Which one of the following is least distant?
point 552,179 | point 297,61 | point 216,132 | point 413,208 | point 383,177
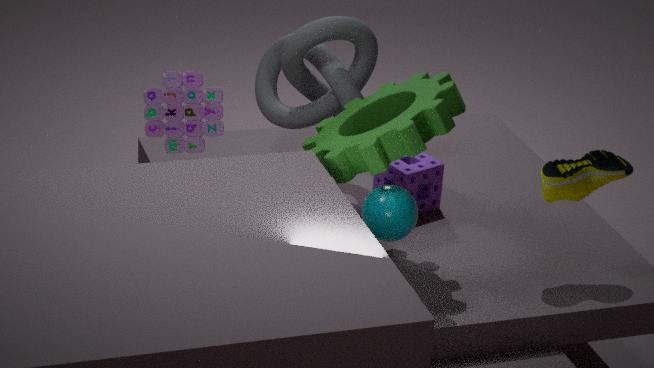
point 413,208
